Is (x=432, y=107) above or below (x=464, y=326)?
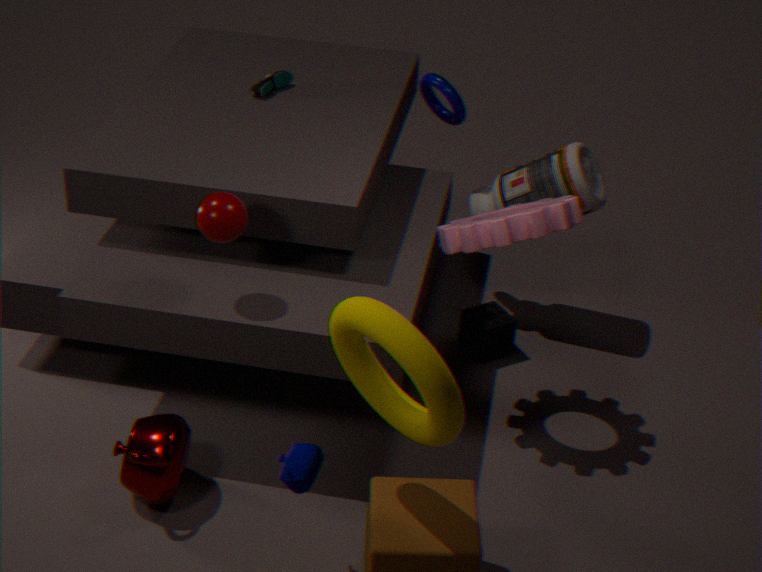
above
